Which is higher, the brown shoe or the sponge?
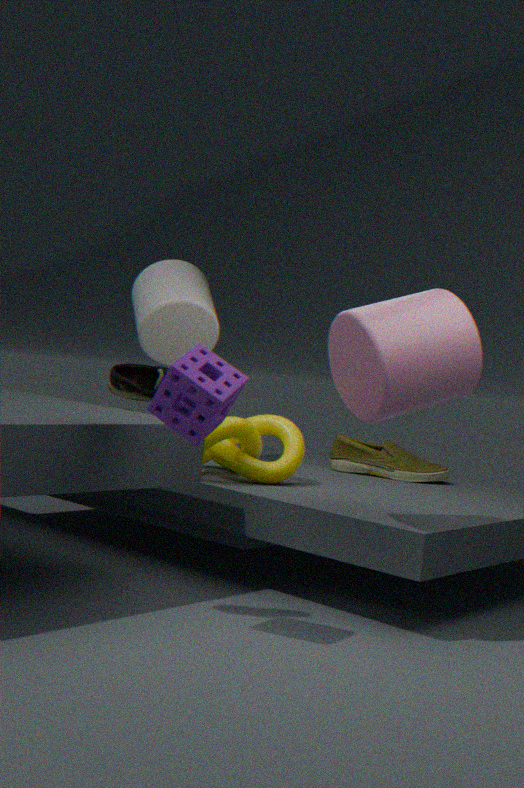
the sponge
